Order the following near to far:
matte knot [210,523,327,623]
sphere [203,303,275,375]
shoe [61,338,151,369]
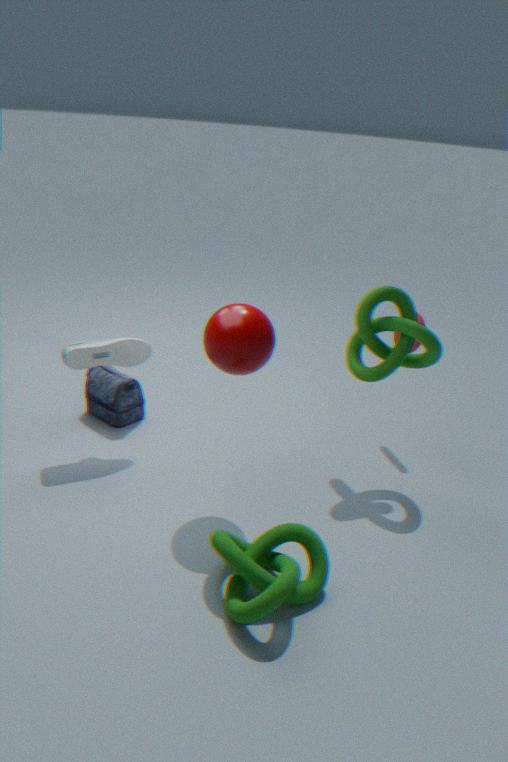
matte knot [210,523,327,623], sphere [203,303,275,375], shoe [61,338,151,369]
